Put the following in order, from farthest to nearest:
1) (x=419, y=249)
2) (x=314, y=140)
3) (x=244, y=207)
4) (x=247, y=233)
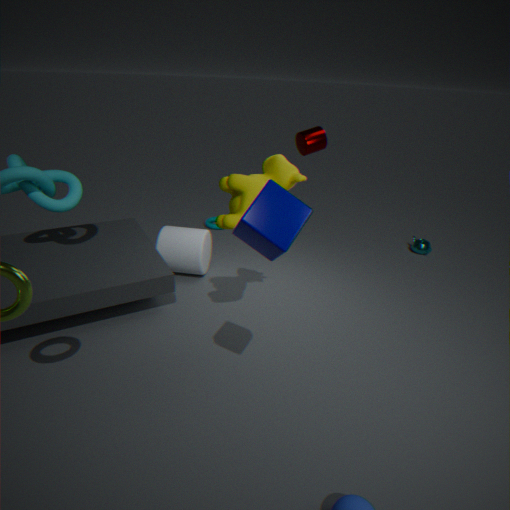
1. 1. (x=419, y=249)
2. 2. (x=314, y=140)
3. 3. (x=244, y=207)
4. 4. (x=247, y=233)
